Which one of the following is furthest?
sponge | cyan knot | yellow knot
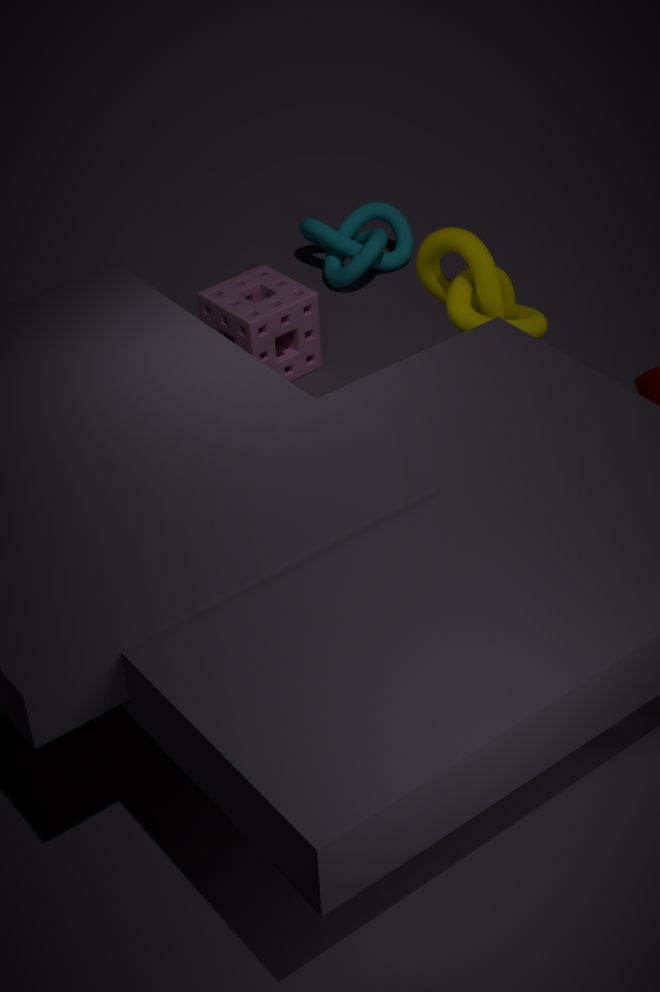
cyan knot
